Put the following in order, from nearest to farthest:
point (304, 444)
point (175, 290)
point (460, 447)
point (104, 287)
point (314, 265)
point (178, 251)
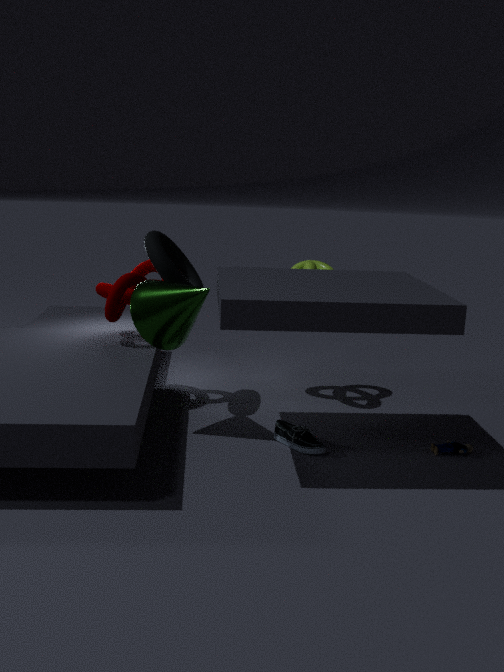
point (304, 444) < point (175, 290) < point (460, 447) < point (104, 287) < point (314, 265) < point (178, 251)
